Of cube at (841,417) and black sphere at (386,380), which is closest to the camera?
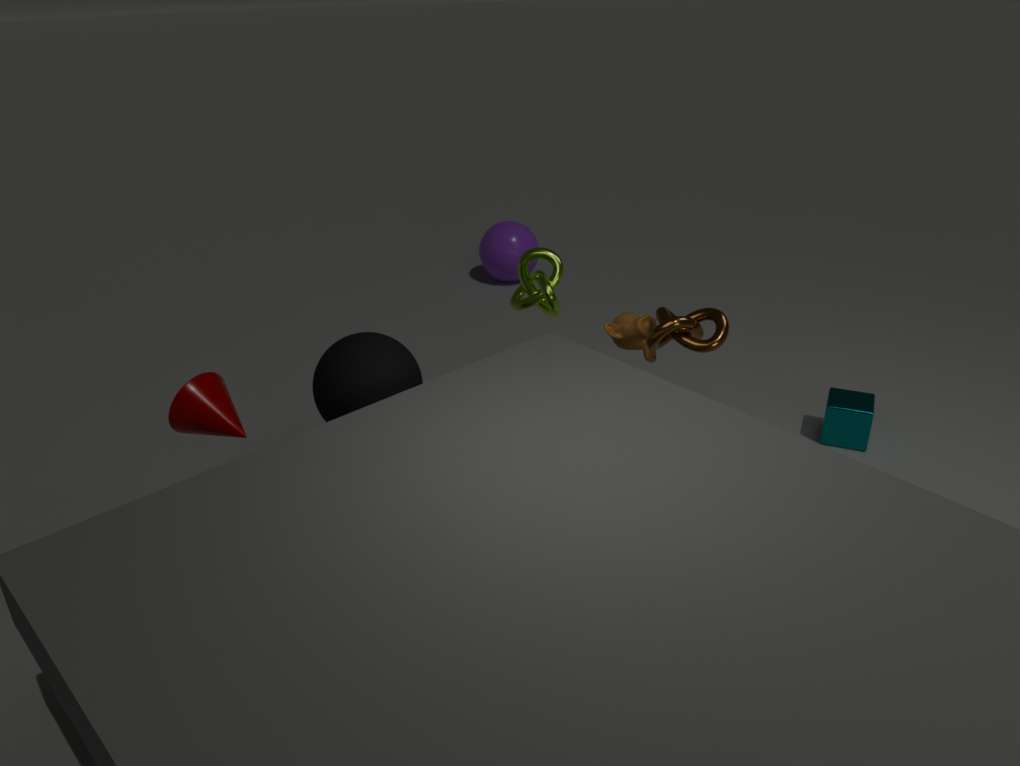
black sphere at (386,380)
